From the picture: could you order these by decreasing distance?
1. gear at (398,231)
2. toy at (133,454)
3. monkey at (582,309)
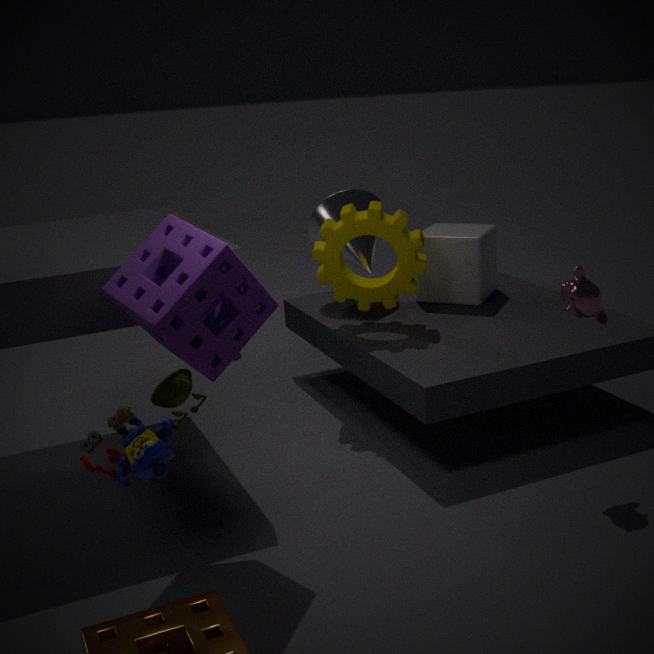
gear at (398,231) → monkey at (582,309) → toy at (133,454)
